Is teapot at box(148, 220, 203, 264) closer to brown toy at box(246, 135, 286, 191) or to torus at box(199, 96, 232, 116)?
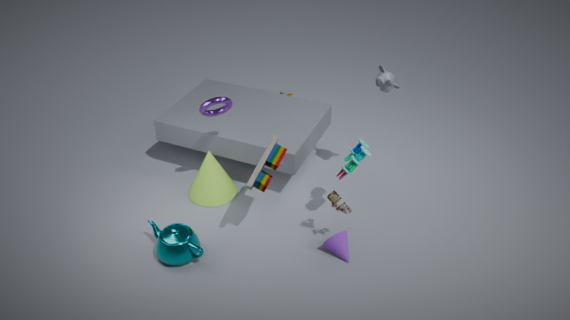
brown toy at box(246, 135, 286, 191)
